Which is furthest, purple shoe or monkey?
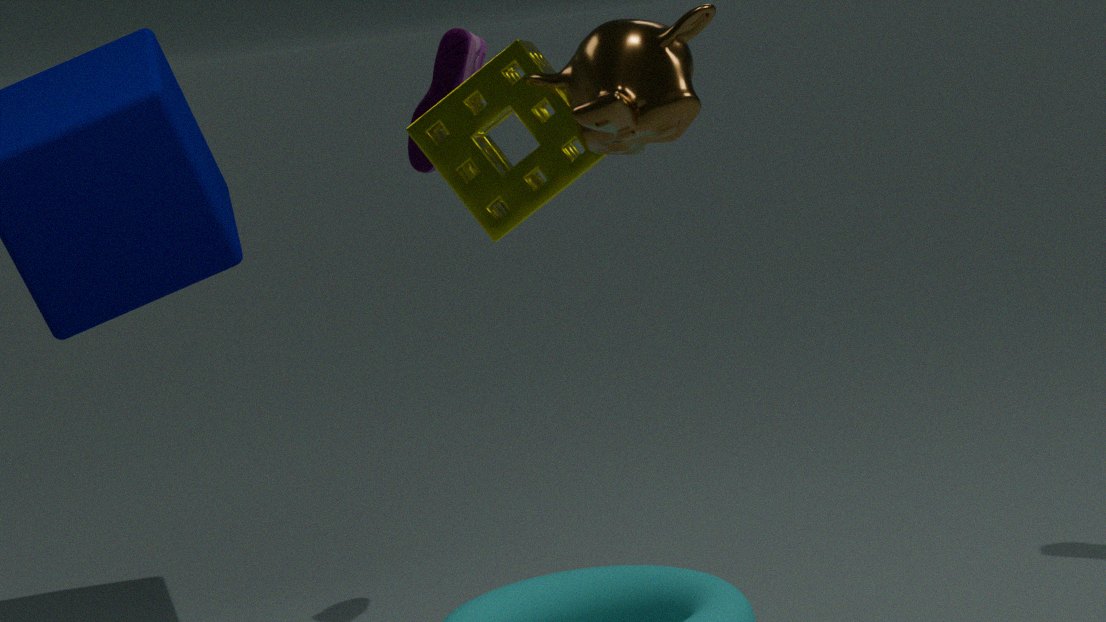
purple shoe
